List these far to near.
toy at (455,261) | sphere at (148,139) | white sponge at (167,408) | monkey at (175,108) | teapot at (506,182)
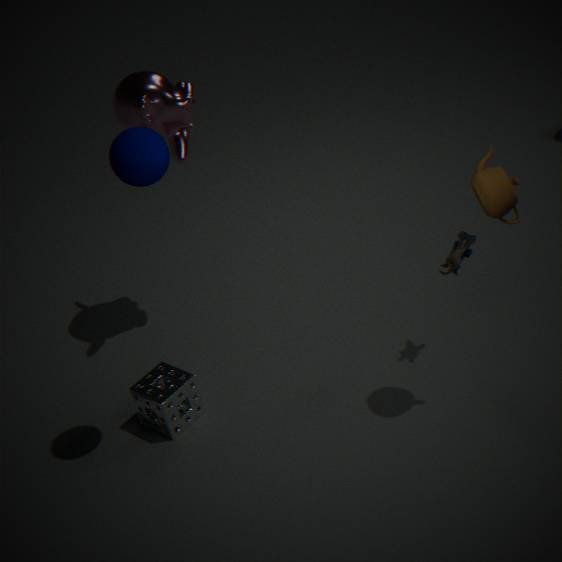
monkey at (175,108) < white sponge at (167,408) < toy at (455,261) < teapot at (506,182) < sphere at (148,139)
